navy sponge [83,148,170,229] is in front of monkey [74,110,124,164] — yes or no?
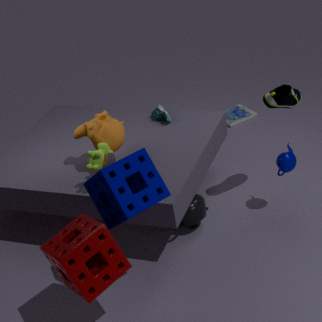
Yes
